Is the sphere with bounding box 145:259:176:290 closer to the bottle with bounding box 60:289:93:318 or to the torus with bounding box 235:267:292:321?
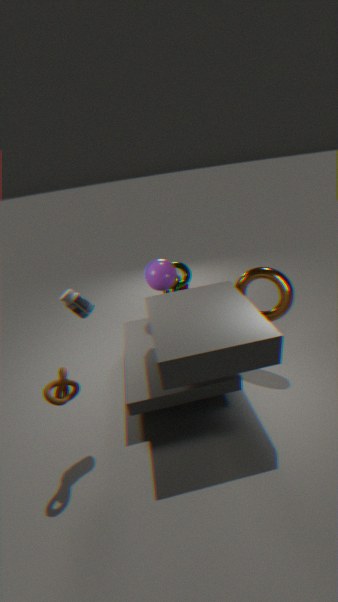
the torus with bounding box 235:267:292:321
